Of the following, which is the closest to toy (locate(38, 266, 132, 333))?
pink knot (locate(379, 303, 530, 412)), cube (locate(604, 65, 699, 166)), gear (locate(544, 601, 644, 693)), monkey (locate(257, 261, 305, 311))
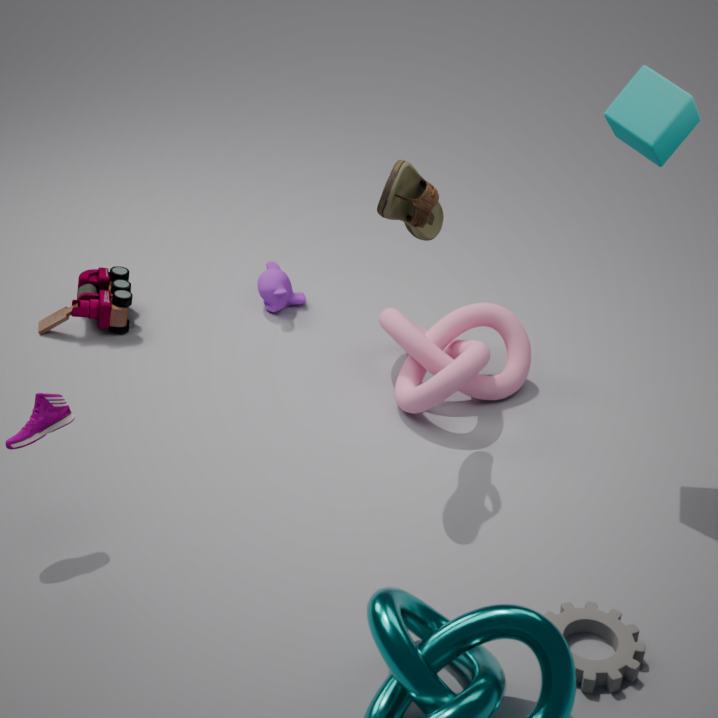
monkey (locate(257, 261, 305, 311))
